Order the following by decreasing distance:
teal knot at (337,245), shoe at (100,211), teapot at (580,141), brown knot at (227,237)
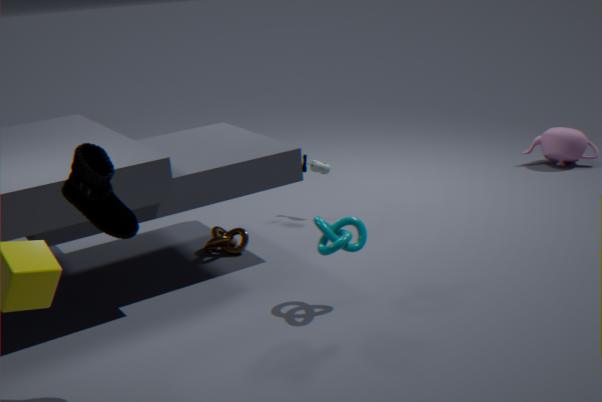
teapot at (580,141) → brown knot at (227,237) → teal knot at (337,245) → shoe at (100,211)
